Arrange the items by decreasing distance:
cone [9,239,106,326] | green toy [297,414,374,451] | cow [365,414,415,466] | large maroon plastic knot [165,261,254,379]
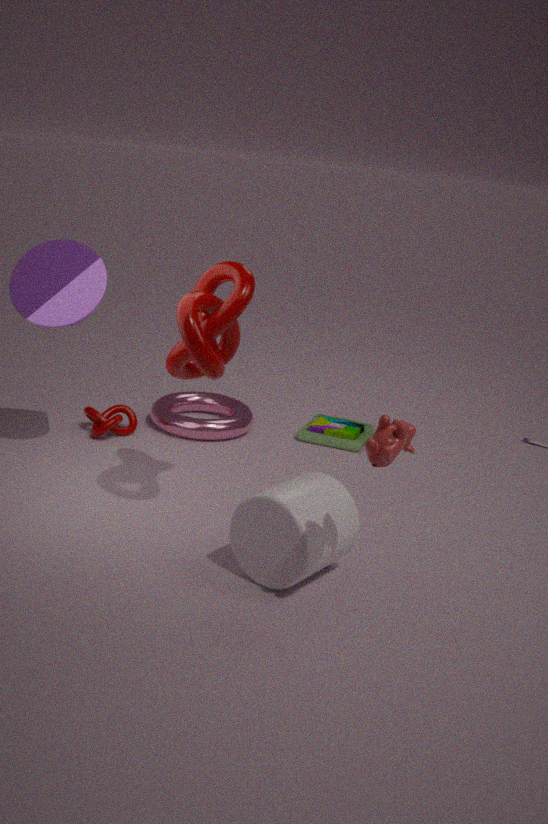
green toy [297,414,374,451], cone [9,239,106,326], large maroon plastic knot [165,261,254,379], cow [365,414,415,466]
